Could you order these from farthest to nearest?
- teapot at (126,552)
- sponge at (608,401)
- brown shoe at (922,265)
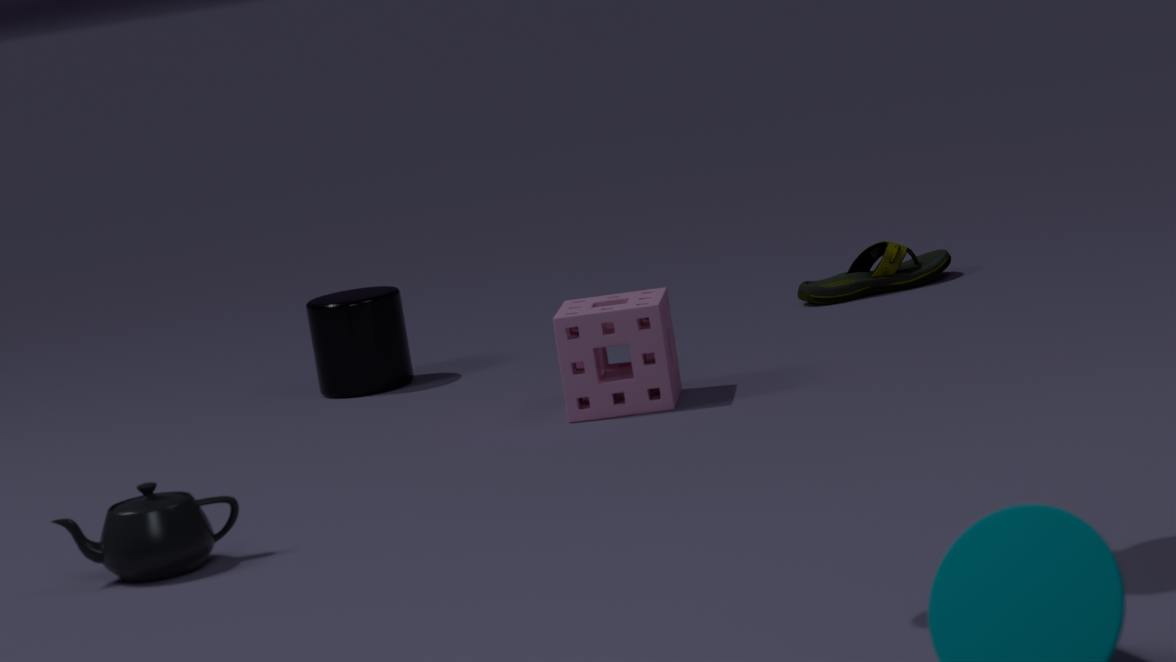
1. brown shoe at (922,265)
2. sponge at (608,401)
3. teapot at (126,552)
